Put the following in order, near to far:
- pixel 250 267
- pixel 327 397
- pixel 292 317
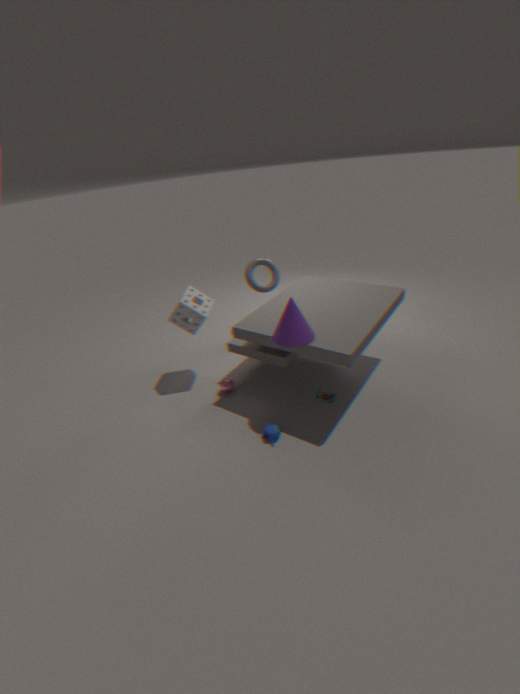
1. pixel 292 317
2. pixel 327 397
3. pixel 250 267
